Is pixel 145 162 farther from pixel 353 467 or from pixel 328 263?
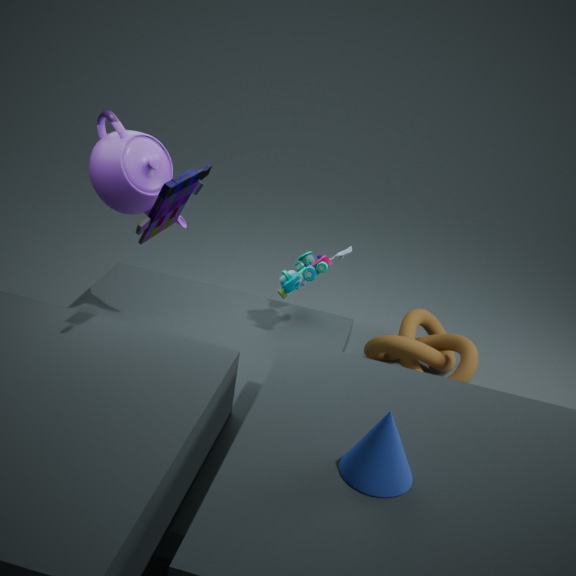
pixel 353 467
